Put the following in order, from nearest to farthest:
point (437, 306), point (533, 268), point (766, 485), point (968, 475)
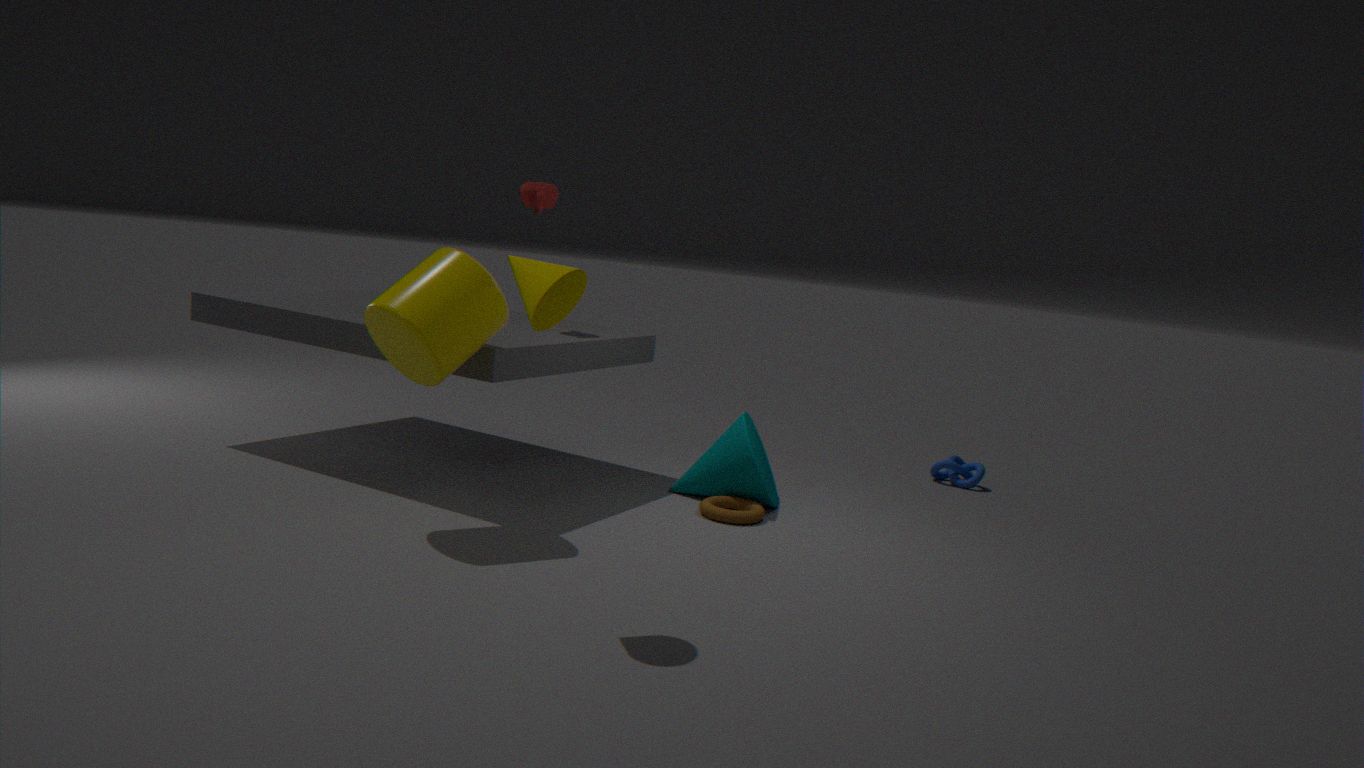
point (533, 268), point (437, 306), point (766, 485), point (968, 475)
